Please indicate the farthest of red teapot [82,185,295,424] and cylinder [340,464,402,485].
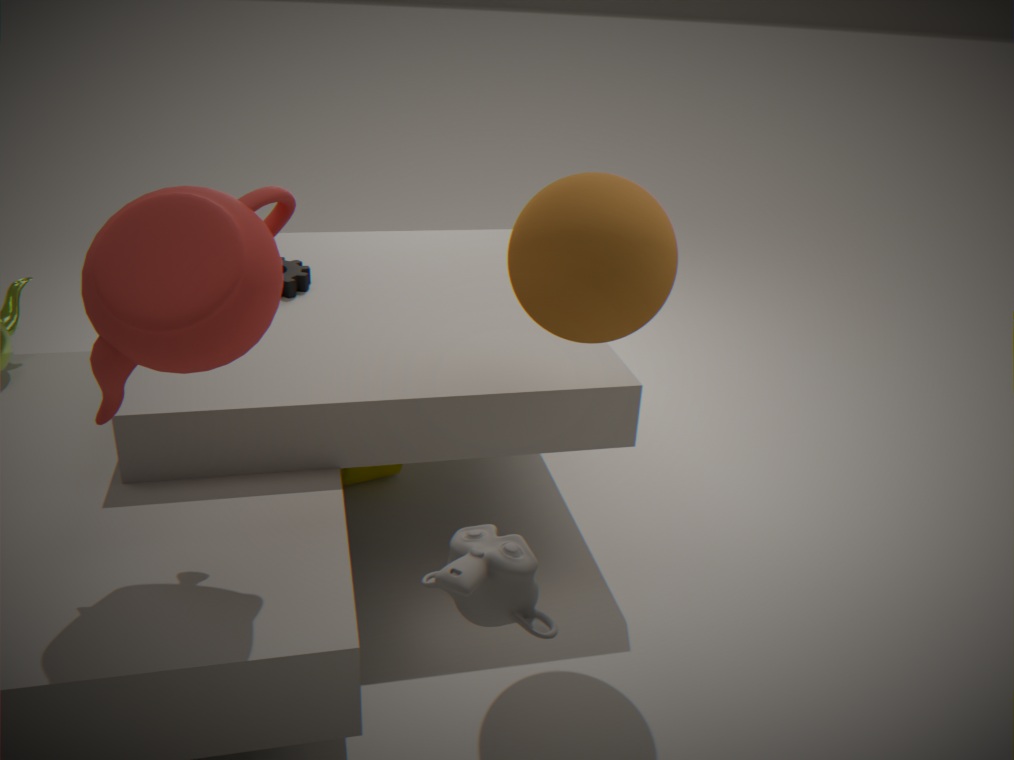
cylinder [340,464,402,485]
